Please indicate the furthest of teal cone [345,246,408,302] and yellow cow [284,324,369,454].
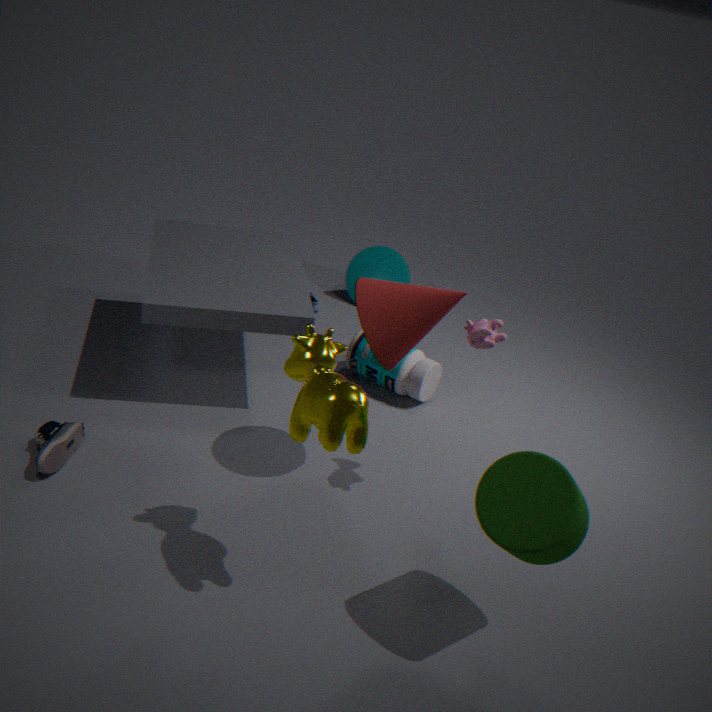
teal cone [345,246,408,302]
